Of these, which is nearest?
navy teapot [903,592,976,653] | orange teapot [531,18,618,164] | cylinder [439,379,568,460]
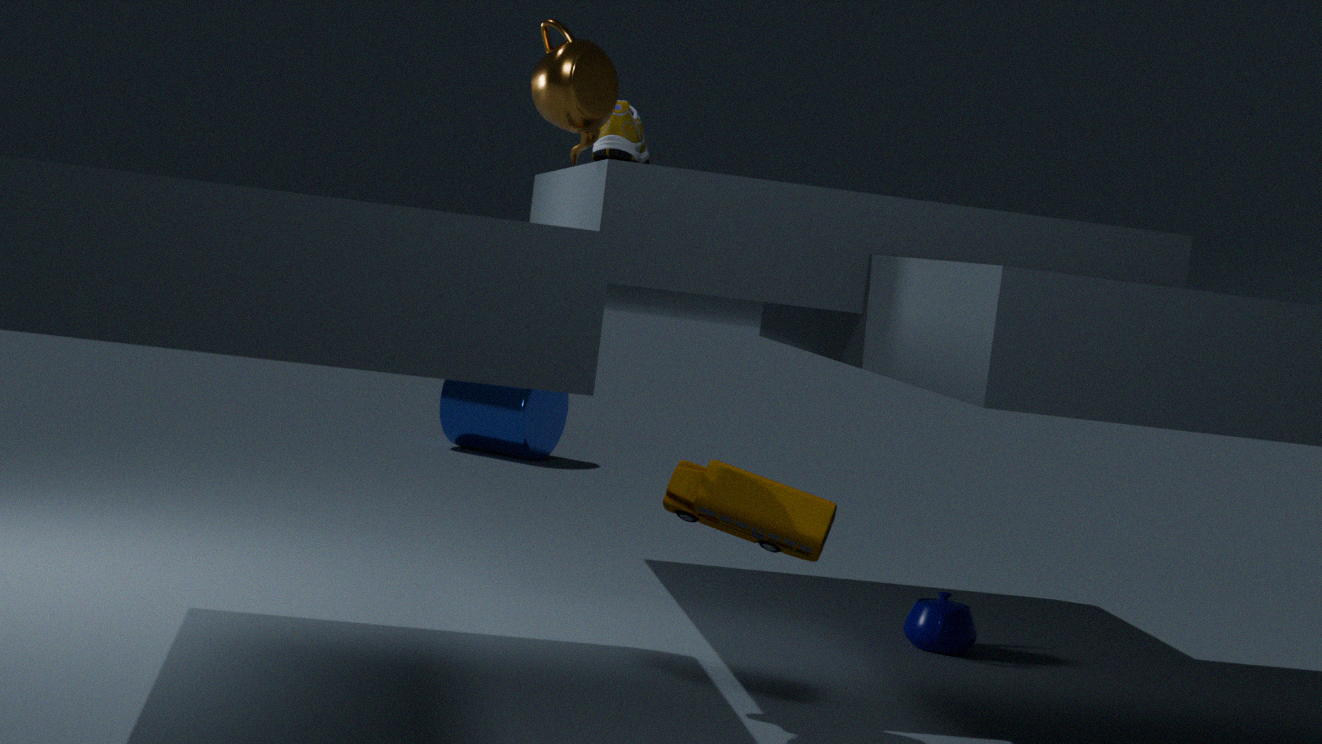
orange teapot [531,18,618,164]
